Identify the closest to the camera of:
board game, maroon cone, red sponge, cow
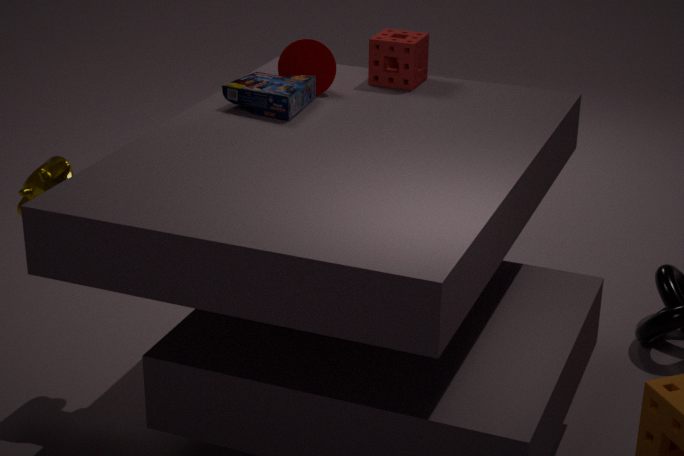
cow
